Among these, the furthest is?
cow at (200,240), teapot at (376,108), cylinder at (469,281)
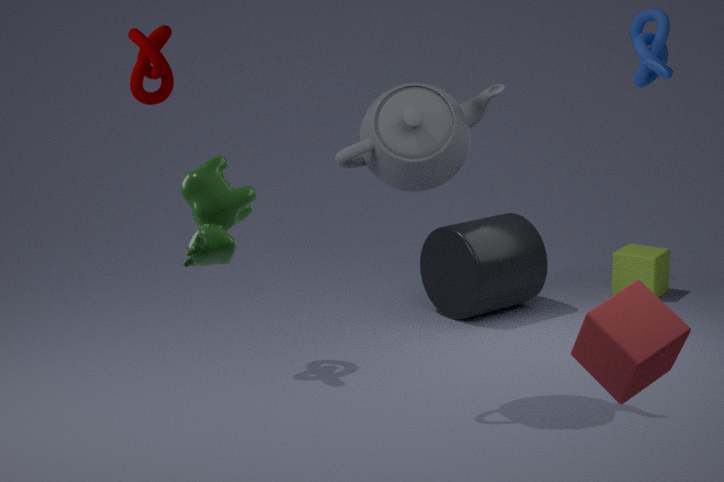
cylinder at (469,281)
